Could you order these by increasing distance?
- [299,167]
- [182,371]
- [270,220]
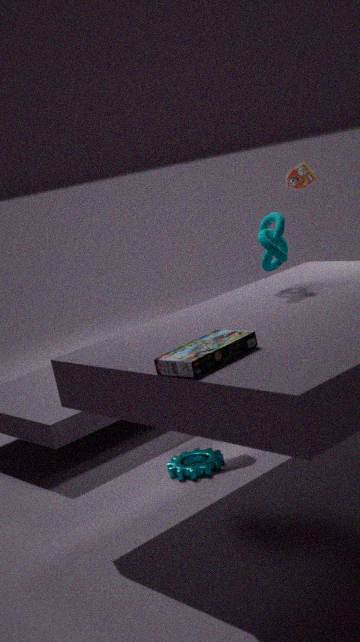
[182,371]
[270,220]
[299,167]
